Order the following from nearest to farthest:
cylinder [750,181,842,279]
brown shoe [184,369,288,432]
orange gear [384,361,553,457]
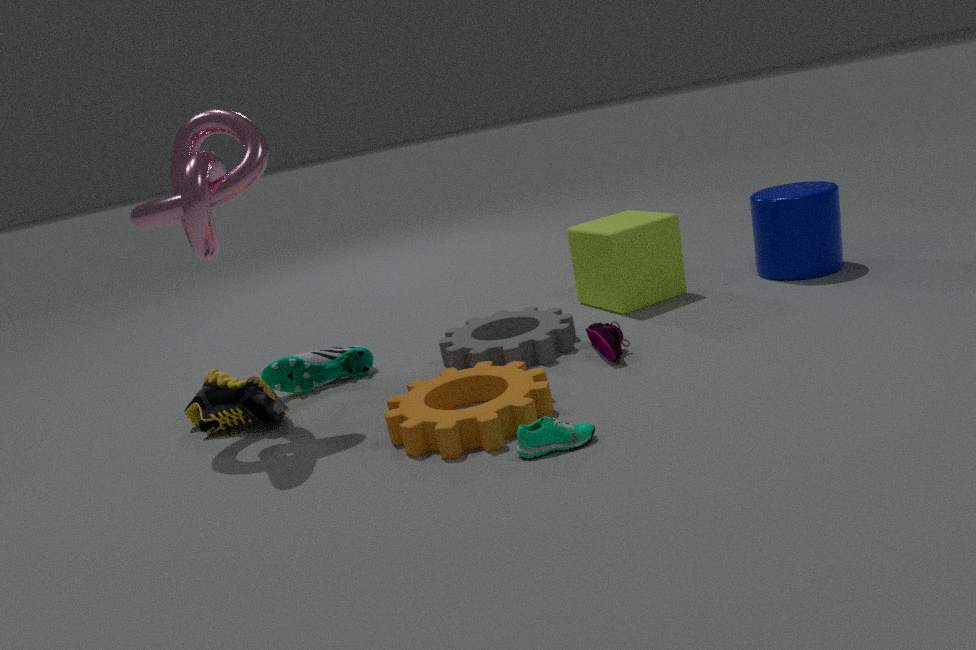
1. orange gear [384,361,553,457]
2. brown shoe [184,369,288,432]
3. cylinder [750,181,842,279]
